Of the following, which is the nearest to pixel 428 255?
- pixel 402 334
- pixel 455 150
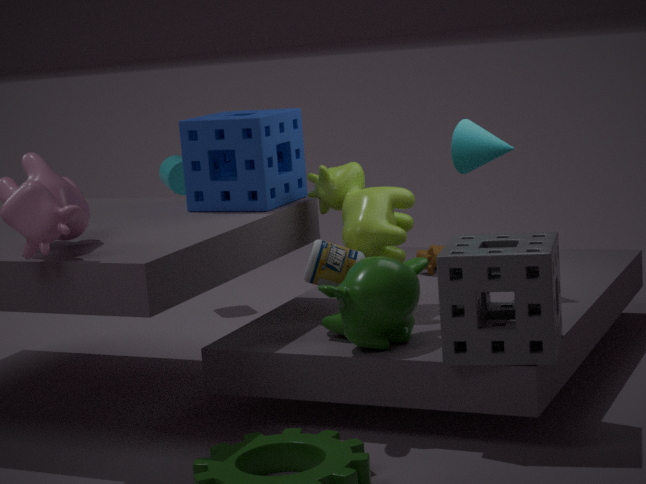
pixel 455 150
